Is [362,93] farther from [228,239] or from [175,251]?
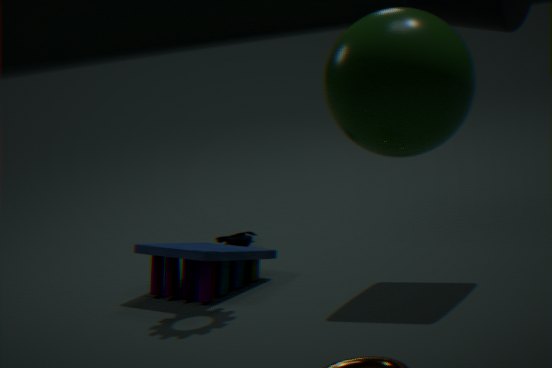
[228,239]
